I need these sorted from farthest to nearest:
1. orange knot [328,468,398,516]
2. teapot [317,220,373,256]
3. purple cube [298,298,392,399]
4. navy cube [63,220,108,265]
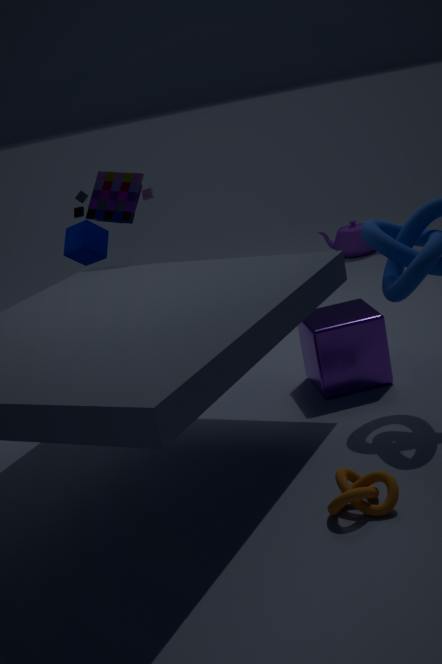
teapot [317,220,373,256] → navy cube [63,220,108,265] → purple cube [298,298,392,399] → orange knot [328,468,398,516]
